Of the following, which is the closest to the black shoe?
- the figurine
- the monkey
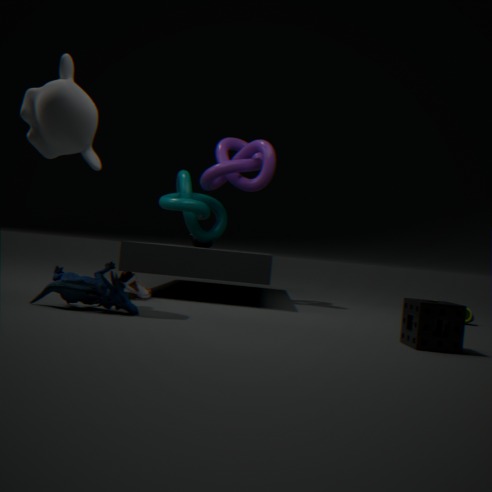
the figurine
